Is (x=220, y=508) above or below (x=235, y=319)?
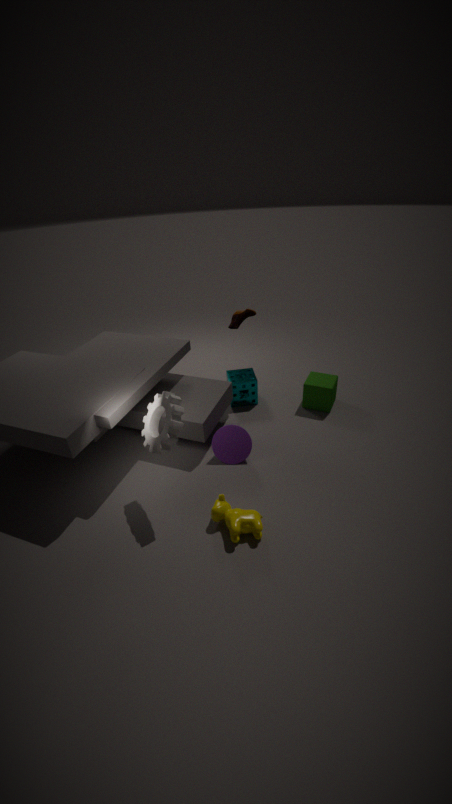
below
